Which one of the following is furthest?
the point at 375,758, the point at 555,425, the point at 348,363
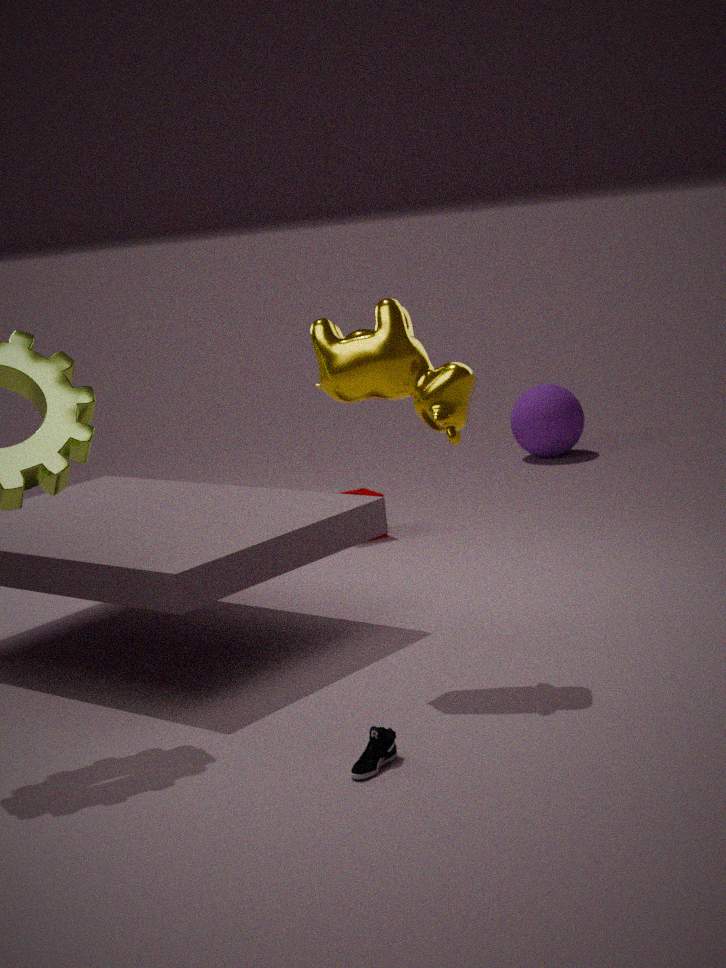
the point at 555,425
